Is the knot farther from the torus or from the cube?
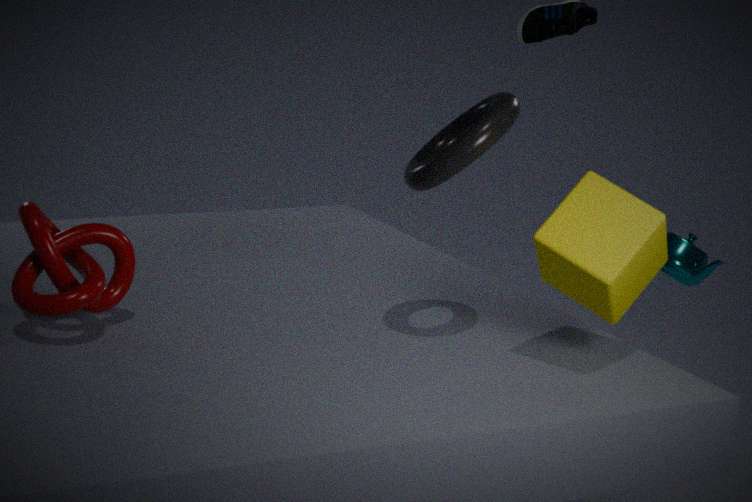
the cube
